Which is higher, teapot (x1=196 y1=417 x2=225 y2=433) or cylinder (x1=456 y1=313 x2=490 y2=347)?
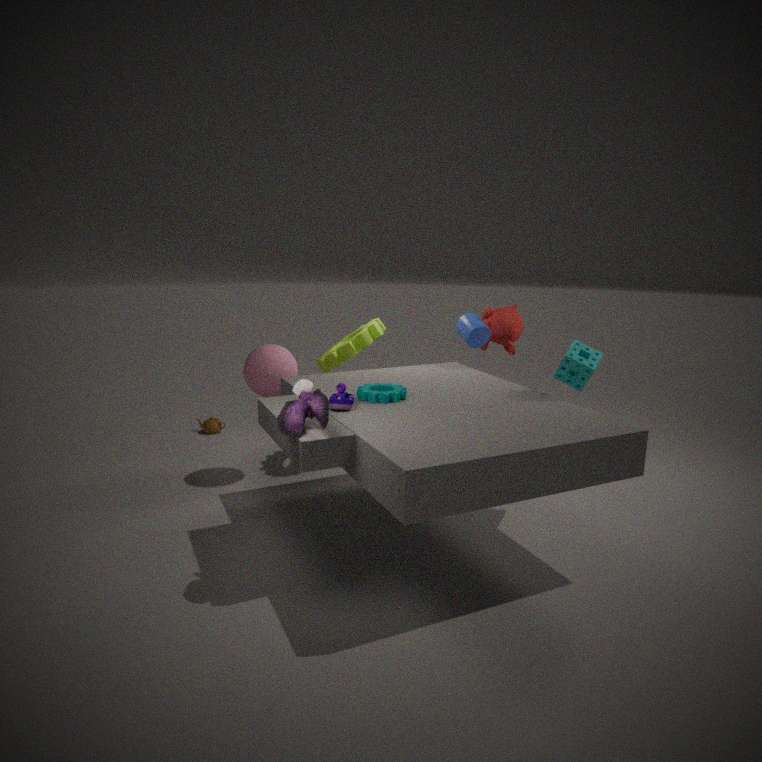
cylinder (x1=456 y1=313 x2=490 y2=347)
